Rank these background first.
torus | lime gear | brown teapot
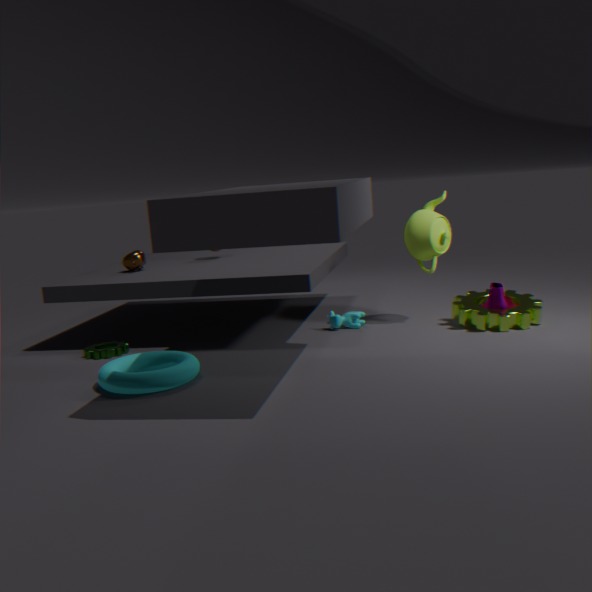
brown teapot < lime gear < torus
